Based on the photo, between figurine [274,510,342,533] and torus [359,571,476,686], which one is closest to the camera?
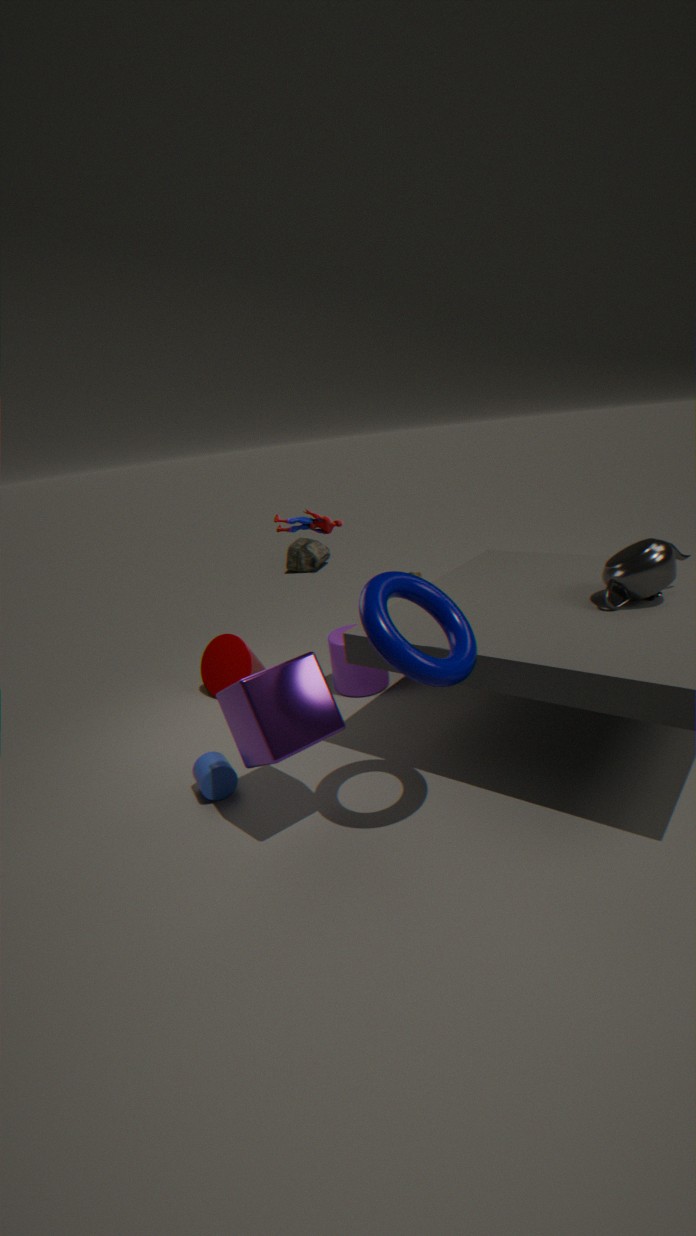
torus [359,571,476,686]
